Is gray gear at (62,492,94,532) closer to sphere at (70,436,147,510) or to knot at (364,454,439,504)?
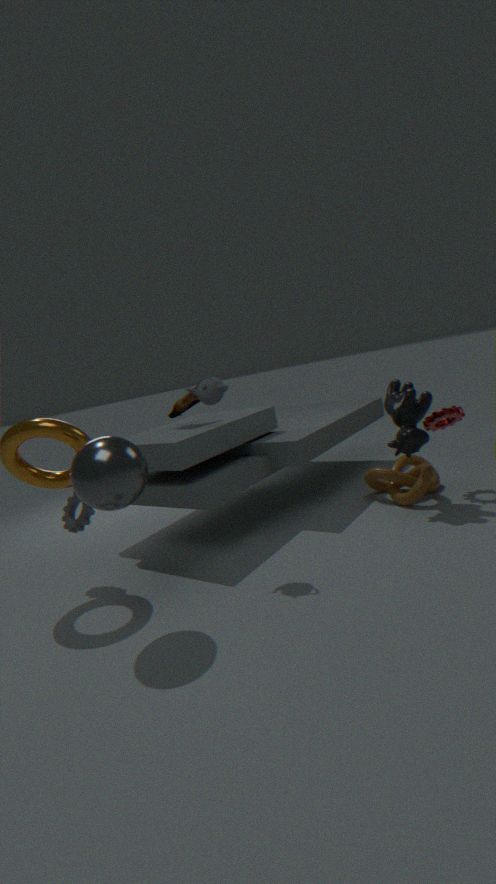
sphere at (70,436,147,510)
